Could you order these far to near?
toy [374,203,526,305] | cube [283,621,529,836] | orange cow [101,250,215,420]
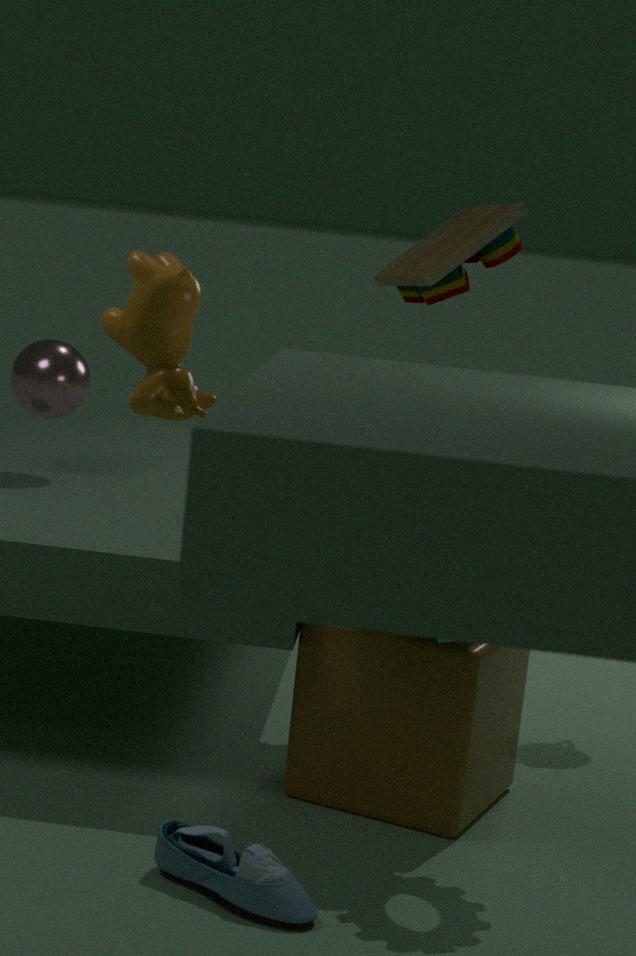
toy [374,203,526,305] < cube [283,621,529,836] < orange cow [101,250,215,420]
